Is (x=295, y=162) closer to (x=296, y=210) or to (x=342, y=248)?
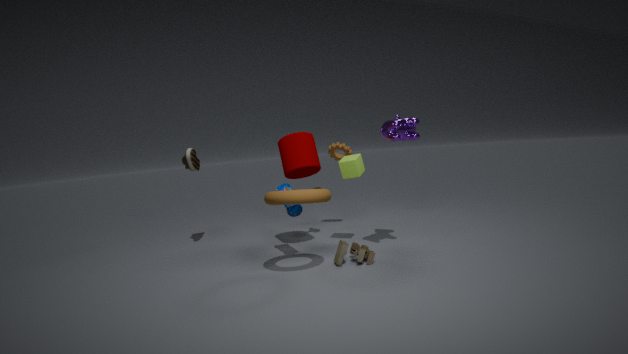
(x=296, y=210)
